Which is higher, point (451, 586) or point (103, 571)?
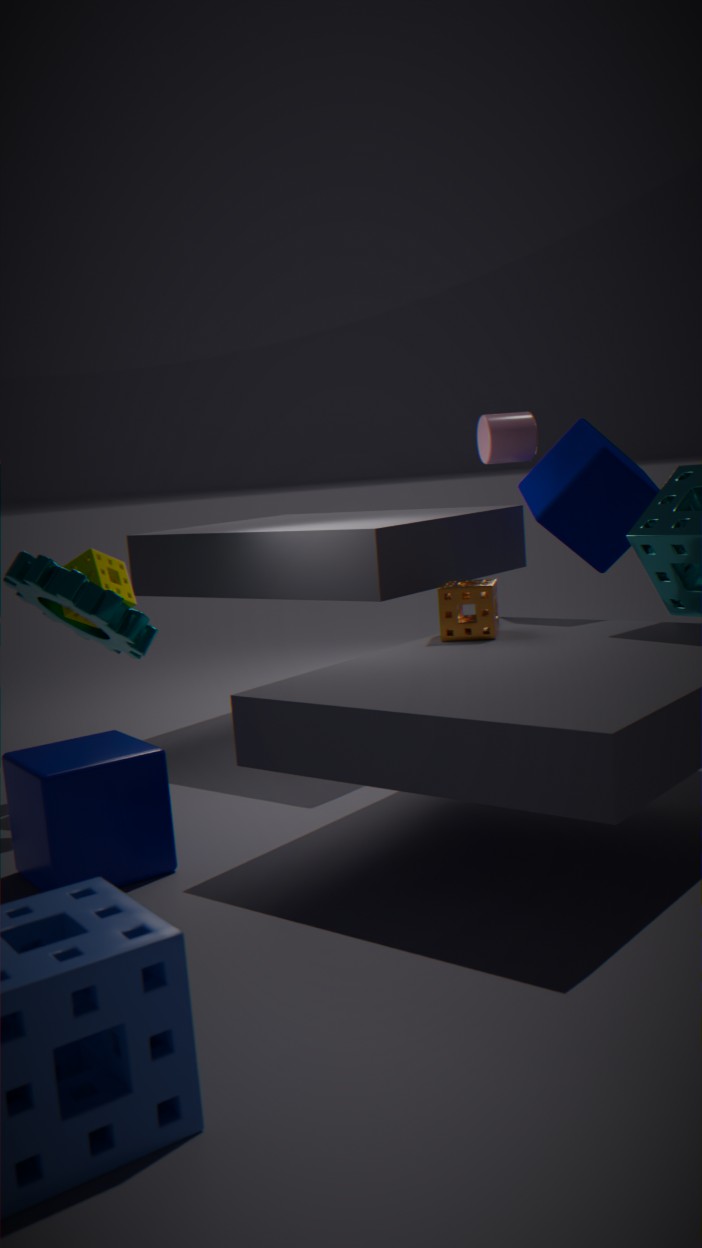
point (103, 571)
